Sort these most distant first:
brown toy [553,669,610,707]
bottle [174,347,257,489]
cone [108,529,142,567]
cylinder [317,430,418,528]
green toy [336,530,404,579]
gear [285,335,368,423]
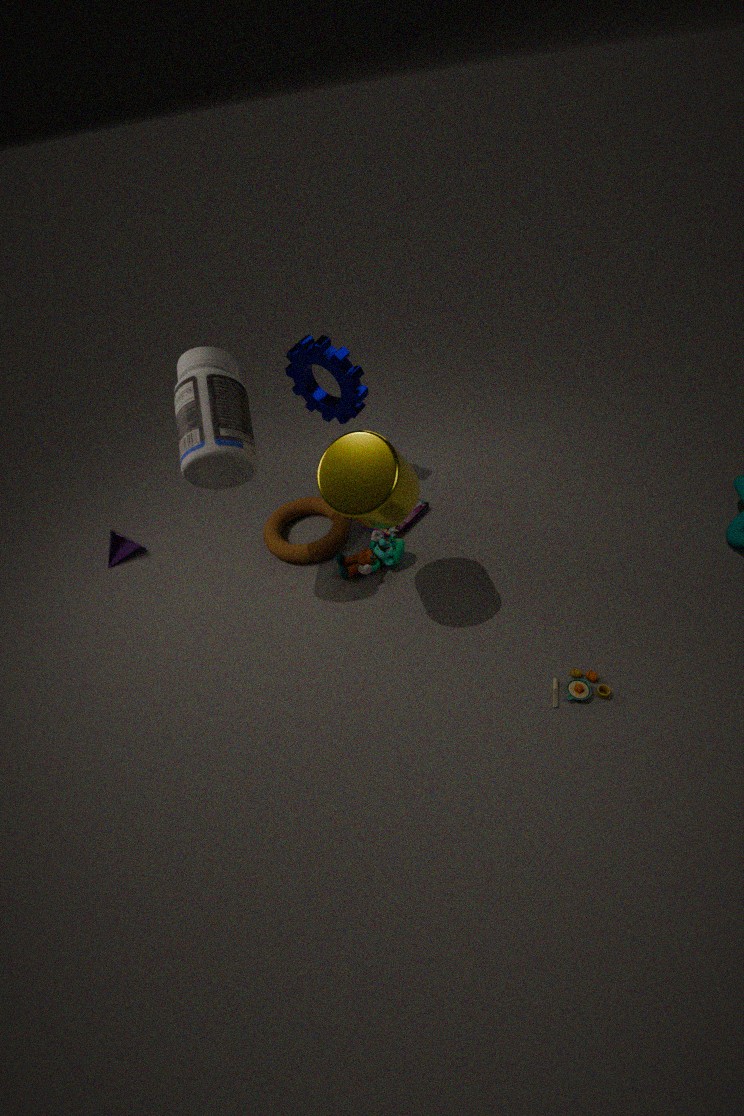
cone [108,529,142,567], gear [285,335,368,423], green toy [336,530,404,579], brown toy [553,669,610,707], bottle [174,347,257,489], cylinder [317,430,418,528]
